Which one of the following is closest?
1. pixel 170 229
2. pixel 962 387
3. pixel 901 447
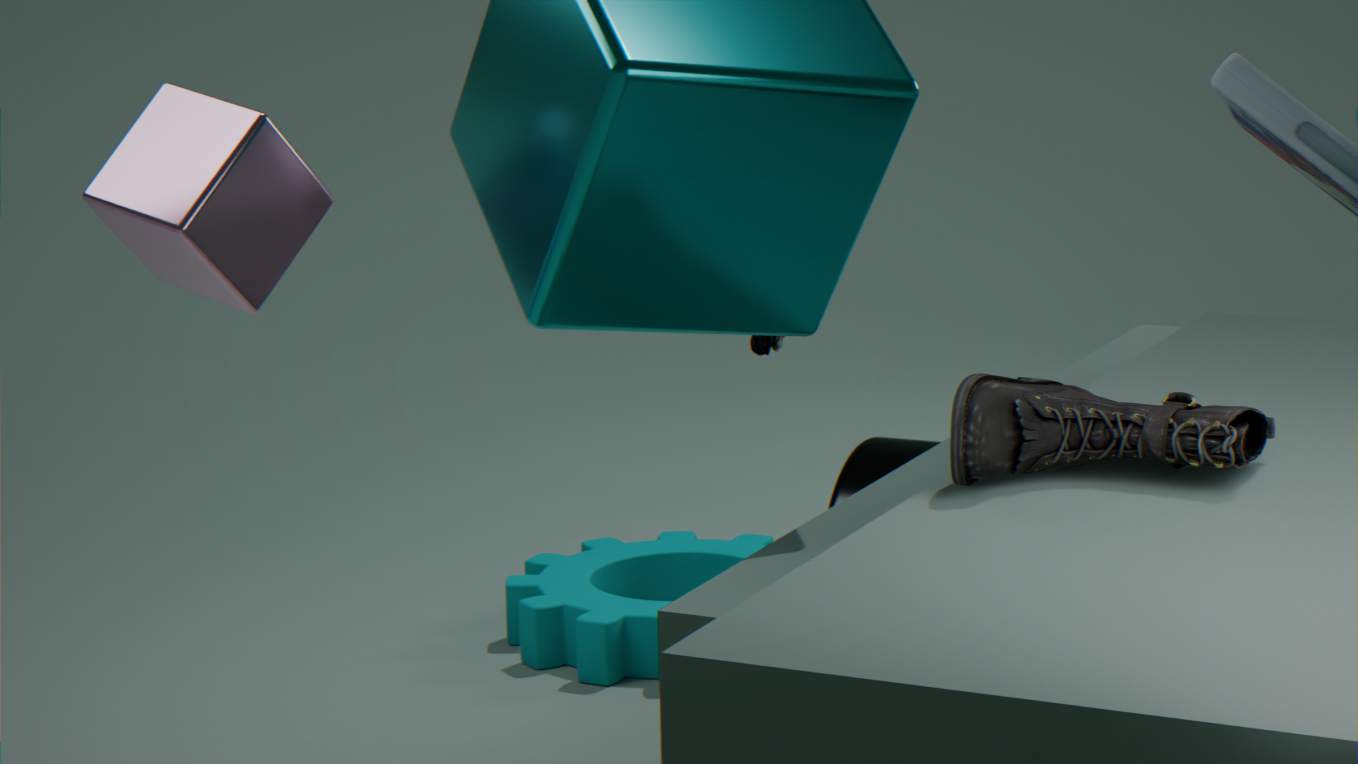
pixel 962 387
